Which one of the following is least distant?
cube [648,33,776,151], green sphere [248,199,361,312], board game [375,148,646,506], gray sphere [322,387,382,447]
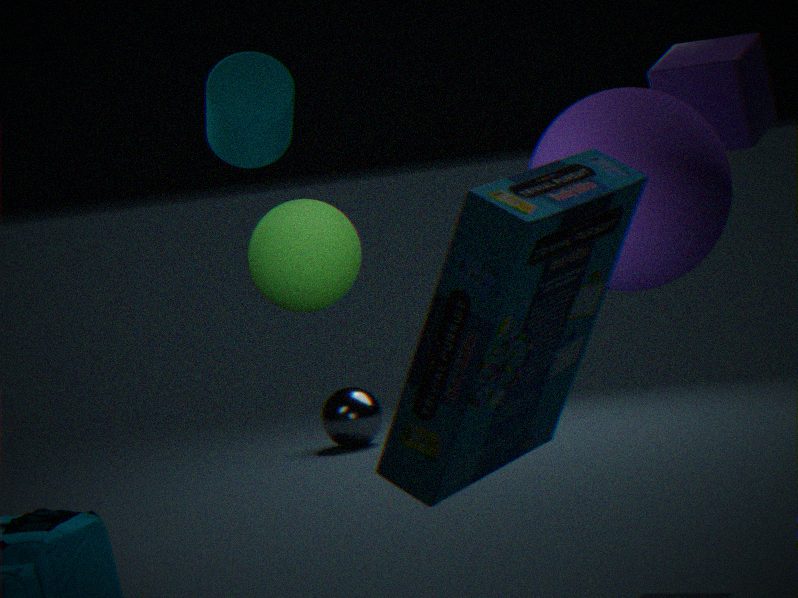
→ board game [375,148,646,506]
